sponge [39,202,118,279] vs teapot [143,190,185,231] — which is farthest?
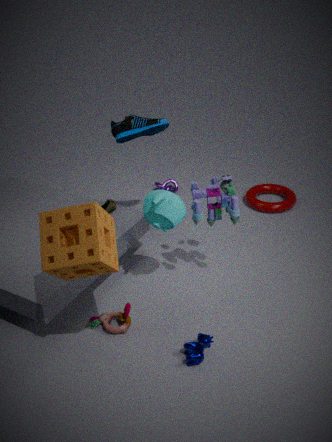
teapot [143,190,185,231]
